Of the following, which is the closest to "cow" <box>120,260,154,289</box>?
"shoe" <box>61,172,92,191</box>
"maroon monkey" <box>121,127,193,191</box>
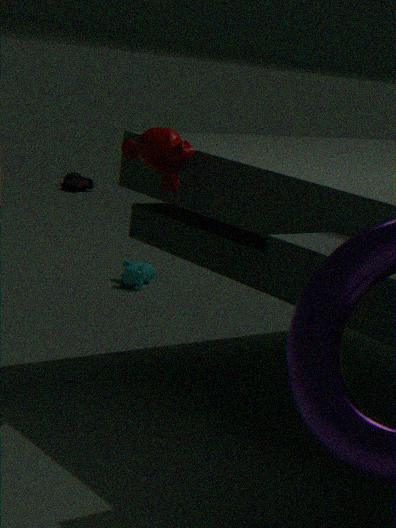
"maroon monkey" <box>121,127,193,191</box>
